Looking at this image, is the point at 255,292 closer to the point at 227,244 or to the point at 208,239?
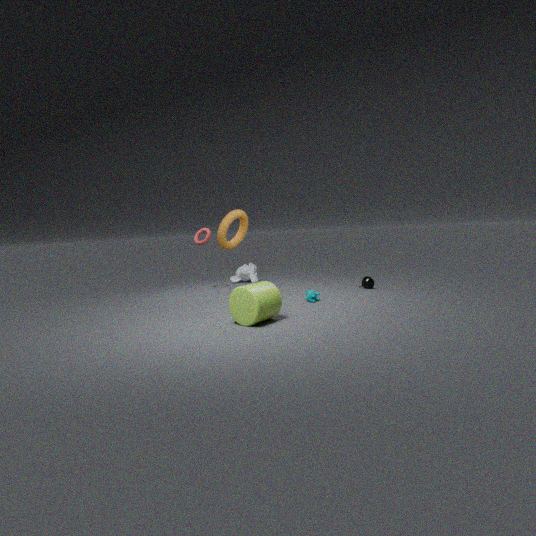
the point at 227,244
